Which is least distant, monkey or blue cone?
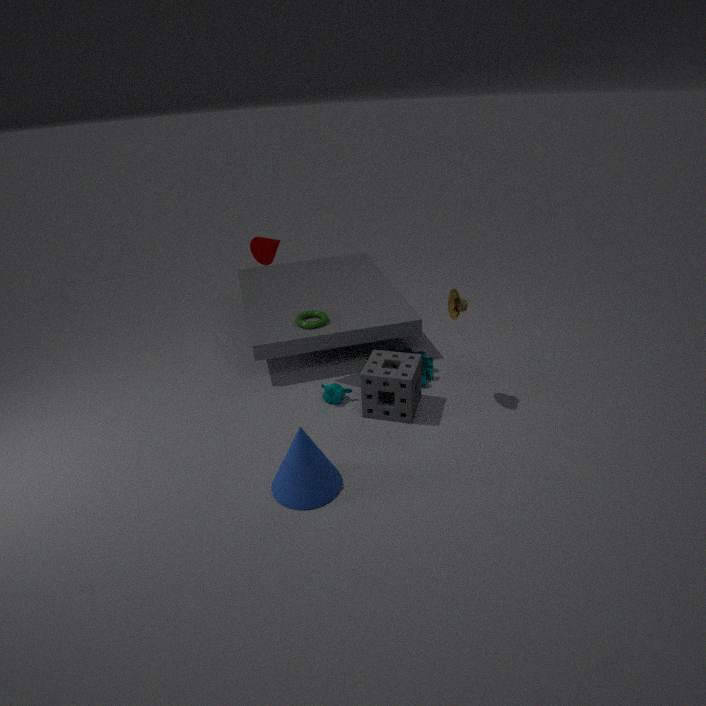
blue cone
